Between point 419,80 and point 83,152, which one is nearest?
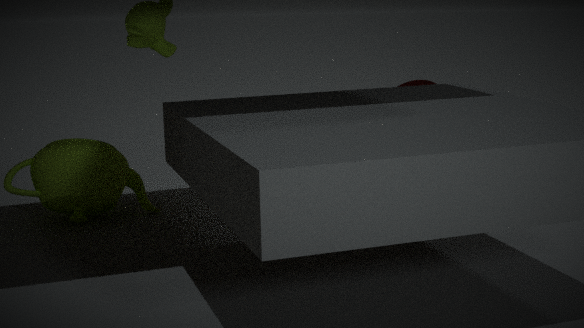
point 83,152
